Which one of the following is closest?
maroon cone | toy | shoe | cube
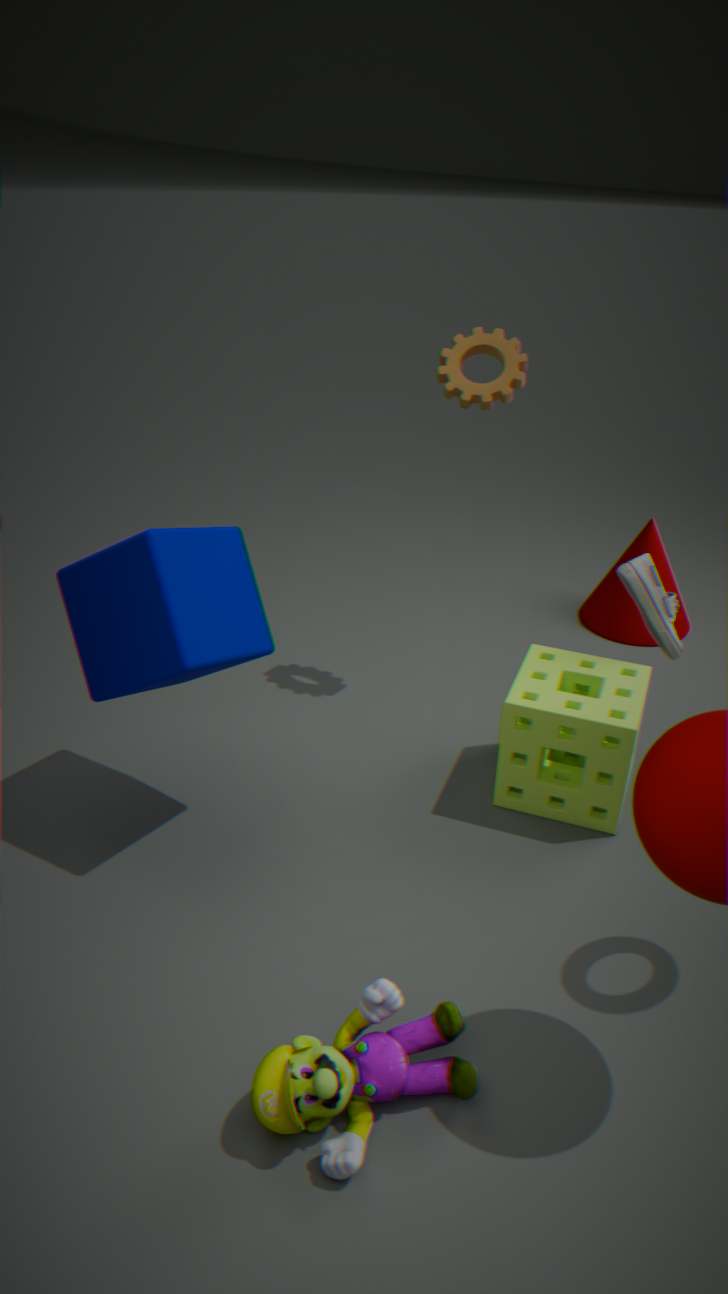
toy
